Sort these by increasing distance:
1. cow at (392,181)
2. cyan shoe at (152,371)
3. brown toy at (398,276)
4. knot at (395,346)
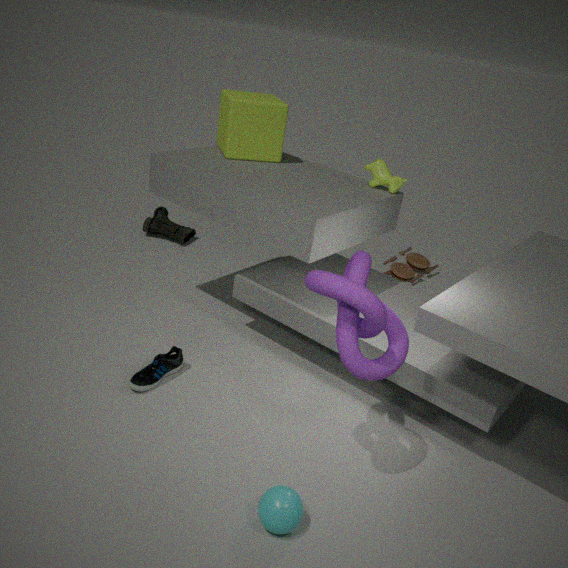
1. knot at (395,346)
2. cyan shoe at (152,371)
3. cow at (392,181)
4. brown toy at (398,276)
